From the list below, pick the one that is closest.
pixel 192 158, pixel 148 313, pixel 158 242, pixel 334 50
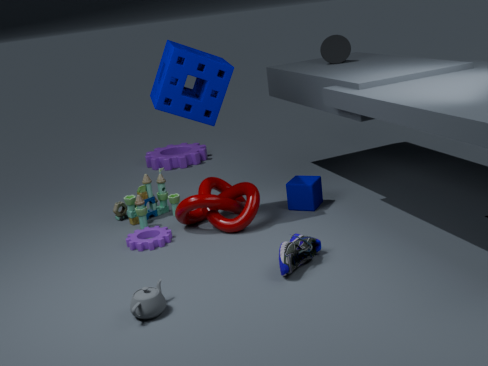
pixel 148 313
